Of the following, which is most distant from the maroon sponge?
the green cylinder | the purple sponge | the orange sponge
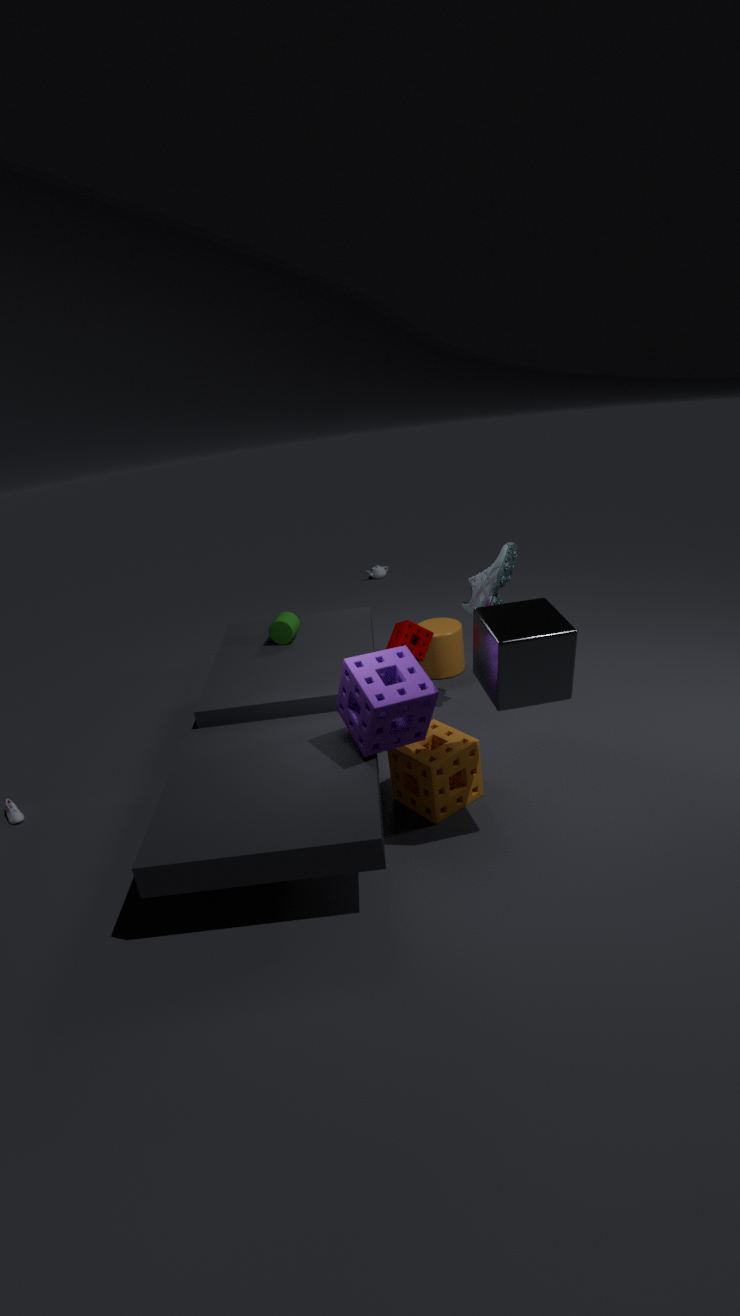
the green cylinder
